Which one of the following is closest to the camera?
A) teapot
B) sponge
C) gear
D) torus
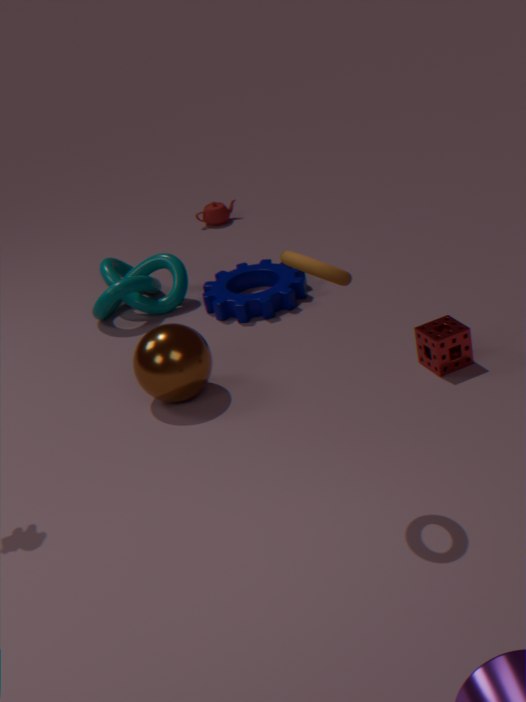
torus
